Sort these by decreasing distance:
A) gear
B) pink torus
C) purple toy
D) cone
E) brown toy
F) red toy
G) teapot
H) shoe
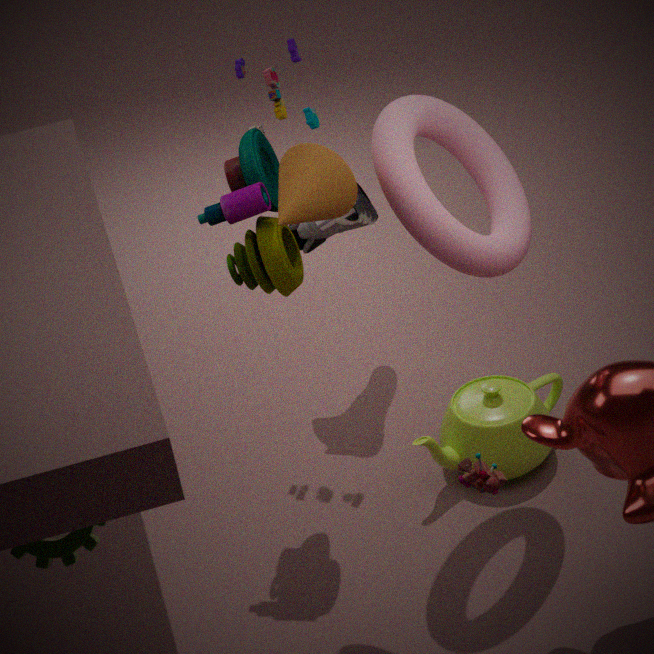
shoe, teapot, purple toy, brown toy, pink torus, cone, gear, red toy
